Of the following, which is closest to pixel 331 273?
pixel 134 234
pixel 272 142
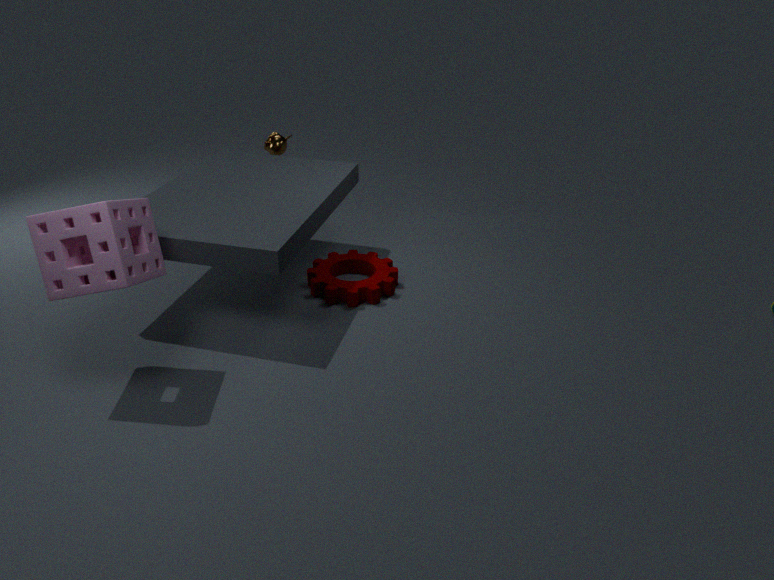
pixel 272 142
